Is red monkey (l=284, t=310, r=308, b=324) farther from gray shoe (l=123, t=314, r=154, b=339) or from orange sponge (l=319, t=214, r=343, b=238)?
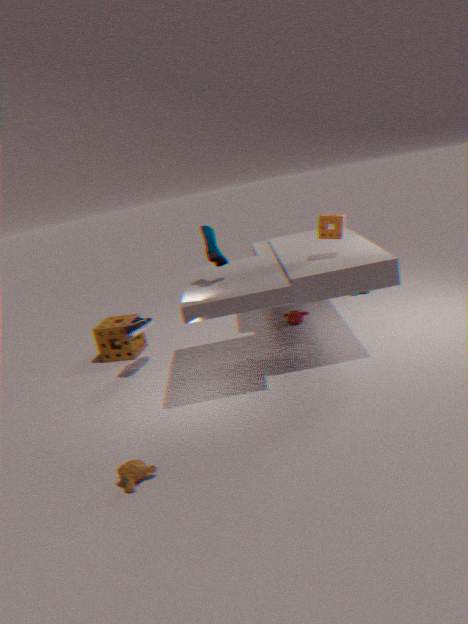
gray shoe (l=123, t=314, r=154, b=339)
